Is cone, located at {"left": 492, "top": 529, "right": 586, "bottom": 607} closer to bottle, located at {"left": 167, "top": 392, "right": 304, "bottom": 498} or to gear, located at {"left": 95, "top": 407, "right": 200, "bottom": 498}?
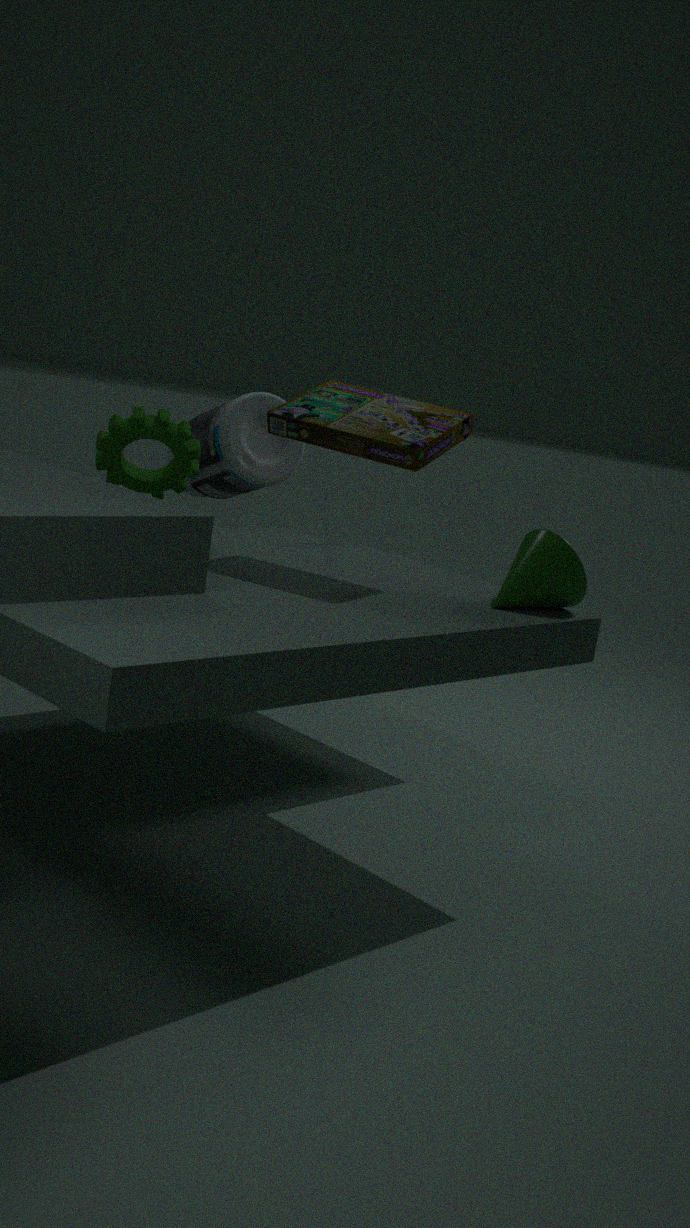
bottle, located at {"left": 167, "top": 392, "right": 304, "bottom": 498}
